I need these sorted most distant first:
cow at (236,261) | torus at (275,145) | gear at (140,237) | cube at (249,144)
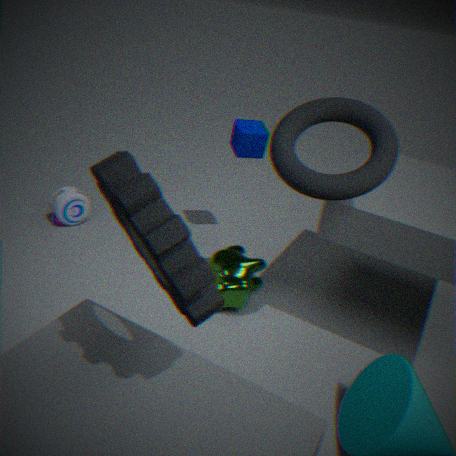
→ 1. cube at (249,144)
2. cow at (236,261)
3. torus at (275,145)
4. gear at (140,237)
